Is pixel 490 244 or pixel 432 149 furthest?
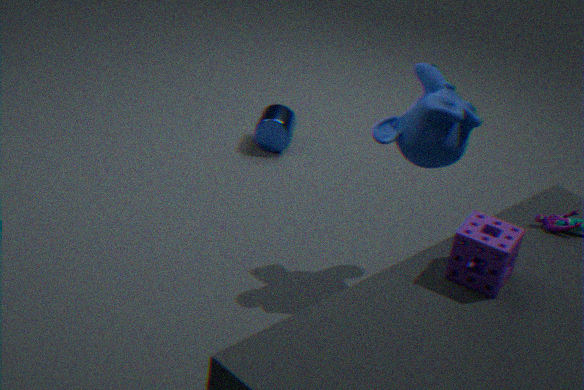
pixel 432 149
